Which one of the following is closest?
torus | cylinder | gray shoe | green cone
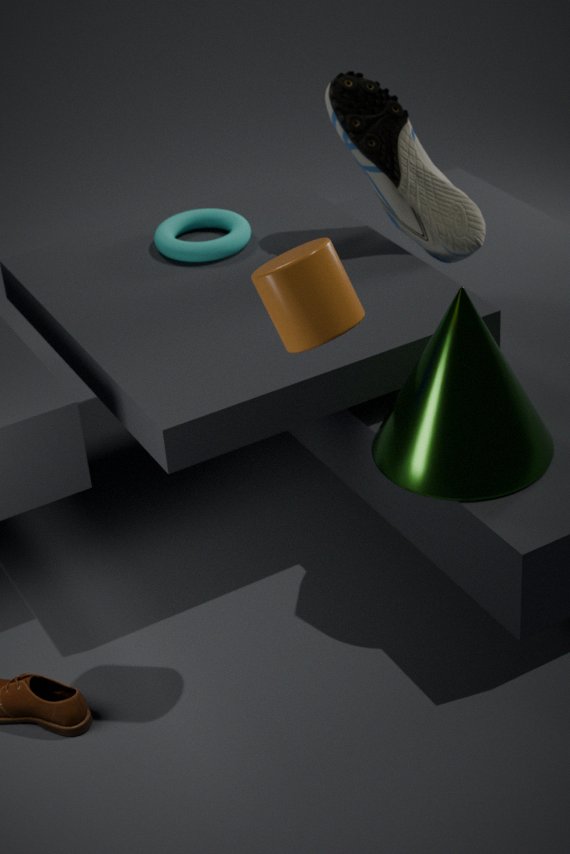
cylinder
